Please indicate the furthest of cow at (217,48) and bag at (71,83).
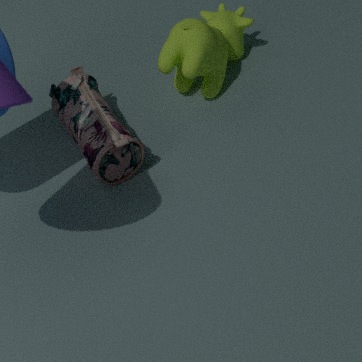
cow at (217,48)
